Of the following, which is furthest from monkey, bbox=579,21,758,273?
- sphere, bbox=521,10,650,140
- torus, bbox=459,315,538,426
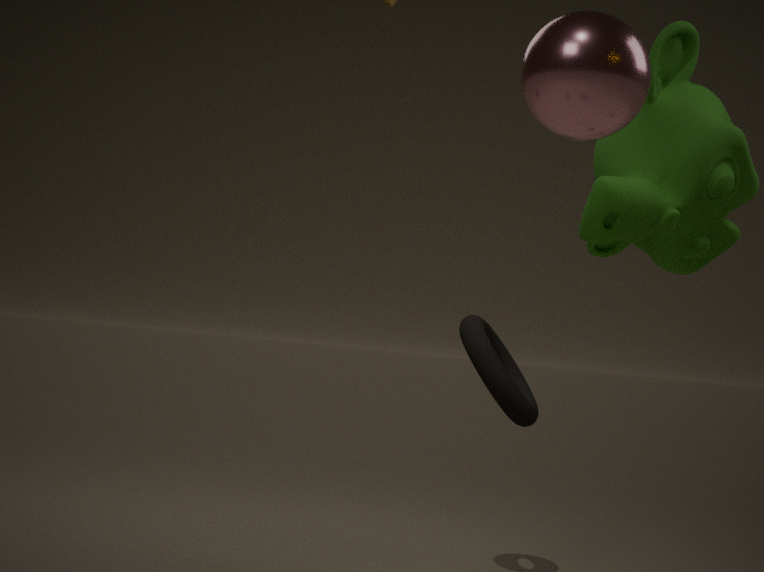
sphere, bbox=521,10,650,140
